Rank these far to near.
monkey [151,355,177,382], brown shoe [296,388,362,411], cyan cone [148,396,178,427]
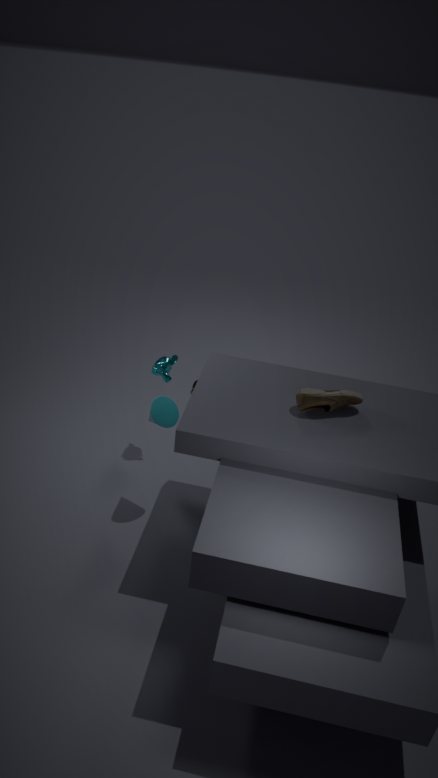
monkey [151,355,177,382], cyan cone [148,396,178,427], brown shoe [296,388,362,411]
